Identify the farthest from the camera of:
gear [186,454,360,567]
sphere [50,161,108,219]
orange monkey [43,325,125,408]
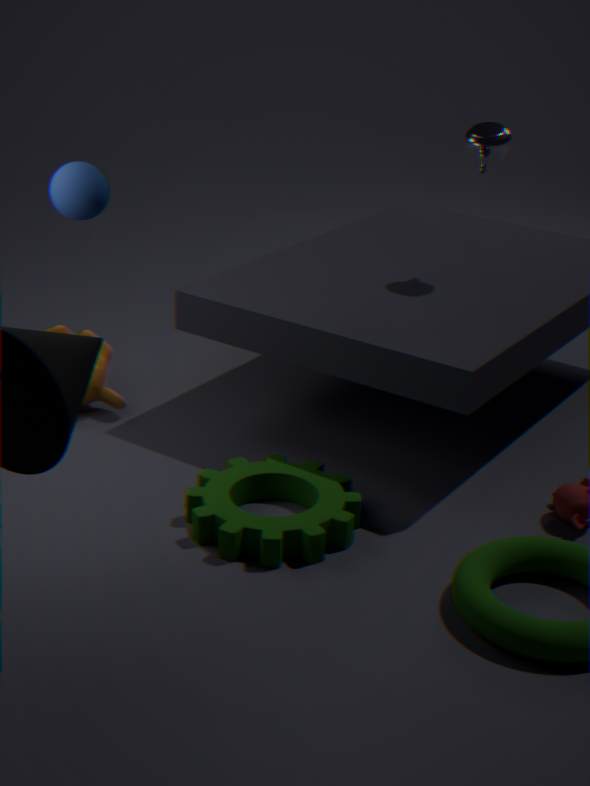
orange monkey [43,325,125,408]
